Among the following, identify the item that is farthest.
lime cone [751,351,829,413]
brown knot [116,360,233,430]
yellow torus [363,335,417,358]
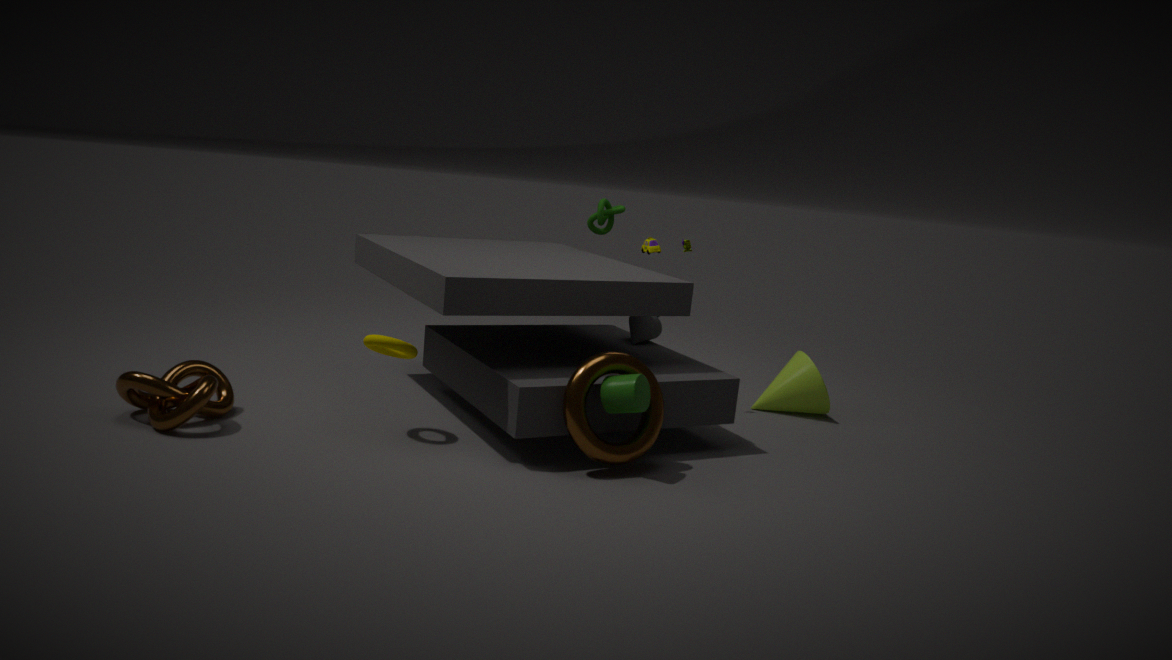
lime cone [751,351,829,413]
